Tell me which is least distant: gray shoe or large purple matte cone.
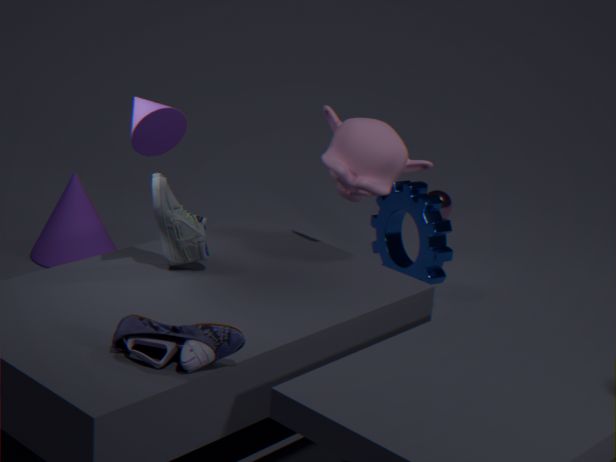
gray shoe
